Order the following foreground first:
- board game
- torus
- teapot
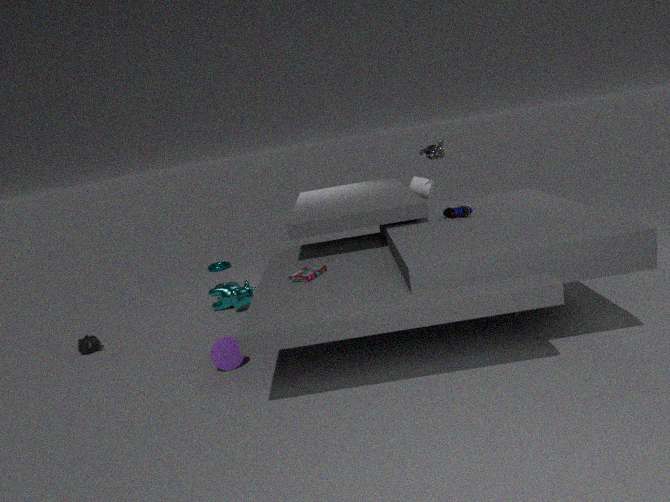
1. board game
2. teapot
3. torus
